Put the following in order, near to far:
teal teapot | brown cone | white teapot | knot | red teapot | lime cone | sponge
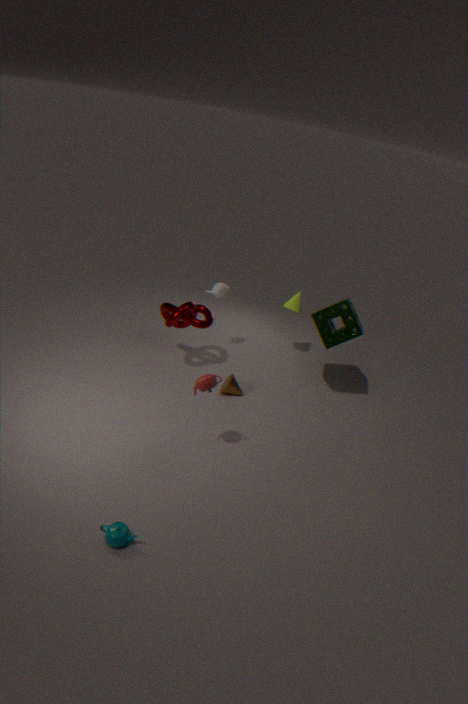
teal teapot → red teapot → sponge → knot → brown cone → white teapot → lime cone
